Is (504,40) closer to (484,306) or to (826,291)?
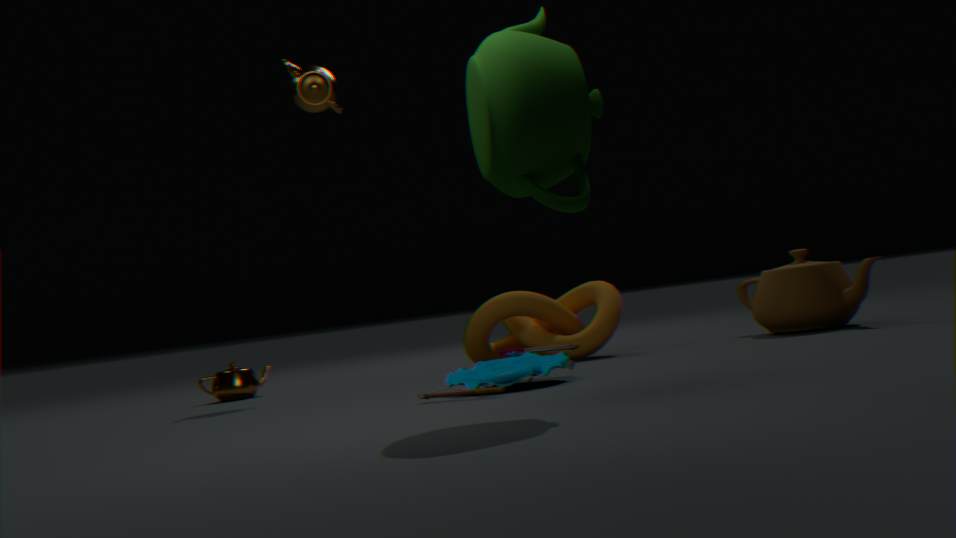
(484,306)
